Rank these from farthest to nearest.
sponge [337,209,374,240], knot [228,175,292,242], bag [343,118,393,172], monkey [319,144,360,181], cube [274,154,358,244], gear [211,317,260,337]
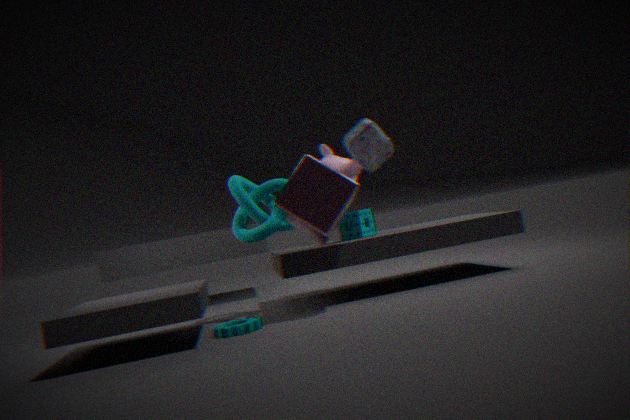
monkey [319,144,360,181]
sponge [337,209,374,240]
bag [343,118,393,172]
knot [228,175,292,242]
cube [274,154,358,244]
gear [211,317,260,337]
